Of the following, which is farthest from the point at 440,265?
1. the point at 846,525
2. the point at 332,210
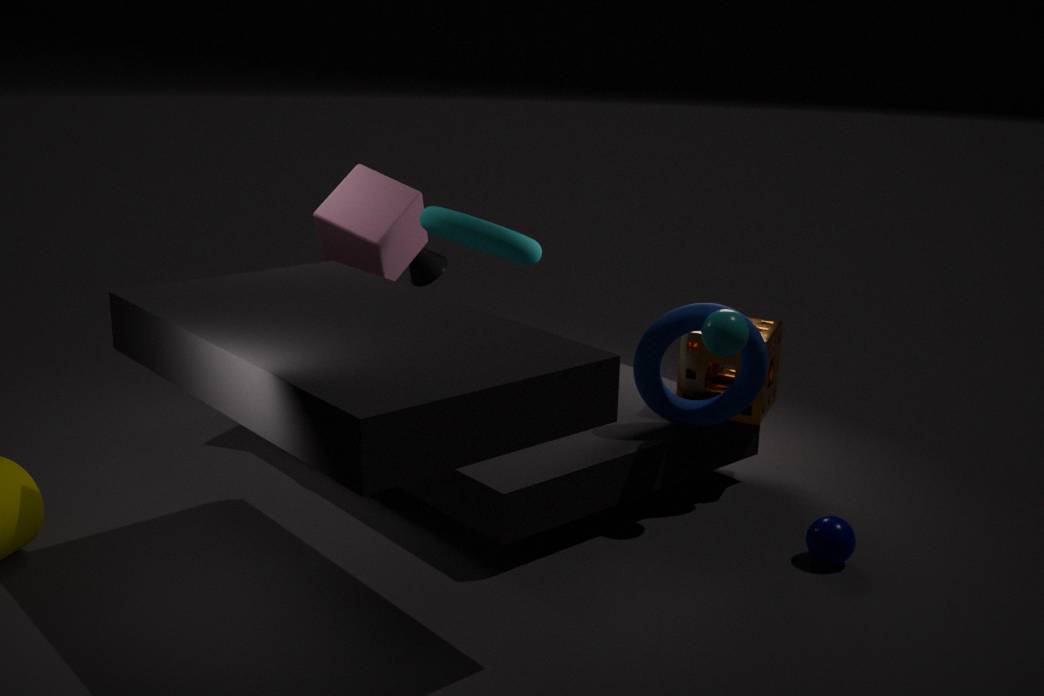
the point at 846,525
